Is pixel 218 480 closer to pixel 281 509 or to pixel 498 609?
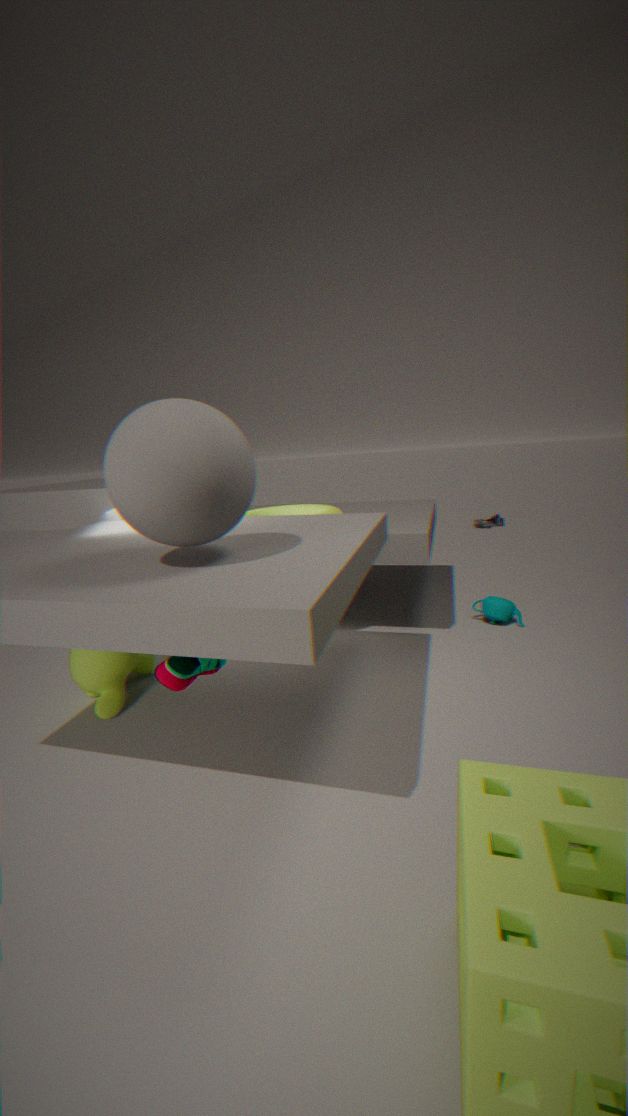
pixel 281 509
